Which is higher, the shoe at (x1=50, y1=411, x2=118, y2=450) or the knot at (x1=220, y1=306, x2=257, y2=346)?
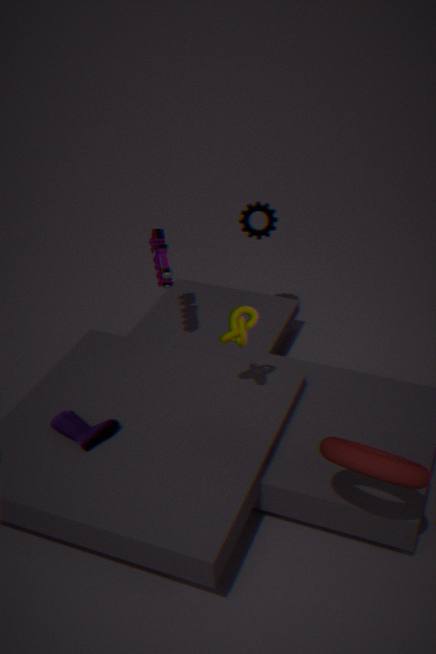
the knot at (x1=220, y1=306, x2=257, y2=346)
